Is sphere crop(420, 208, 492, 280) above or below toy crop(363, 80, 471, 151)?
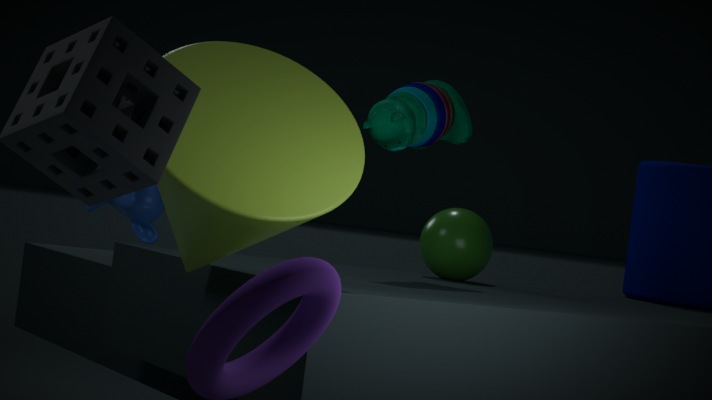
below
